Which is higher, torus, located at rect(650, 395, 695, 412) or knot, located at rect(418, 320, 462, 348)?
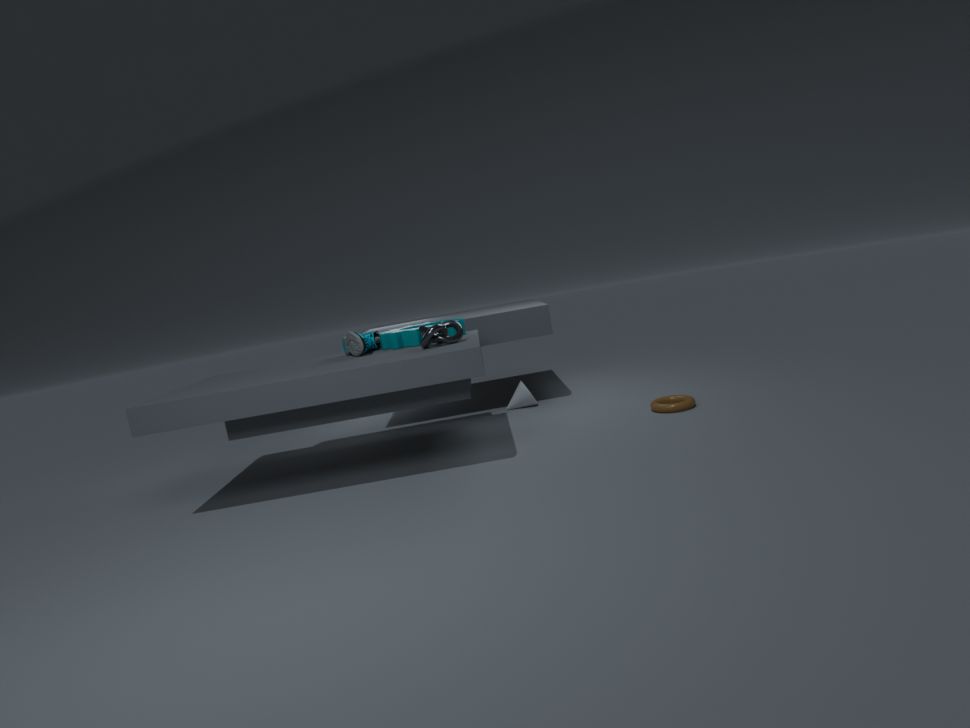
knot, located at rect(418, 320, 462, 348)
